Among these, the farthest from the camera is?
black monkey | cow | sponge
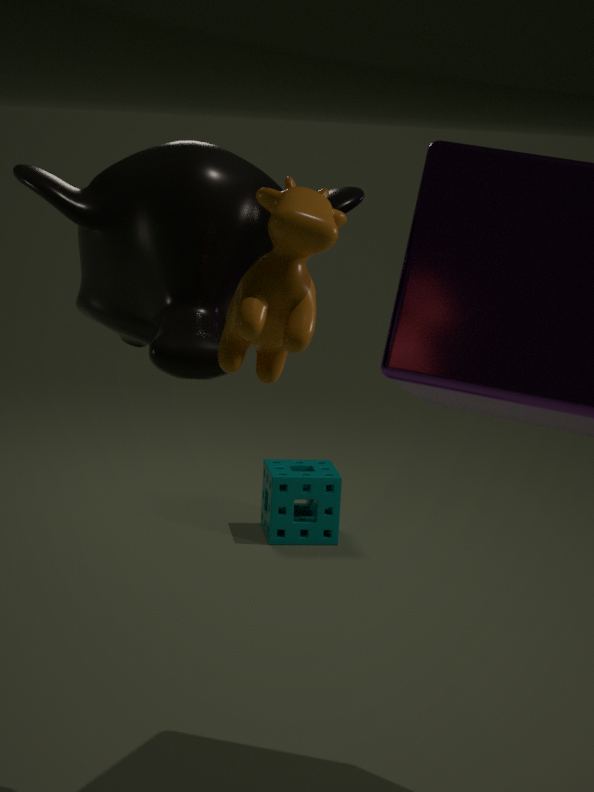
sponge
